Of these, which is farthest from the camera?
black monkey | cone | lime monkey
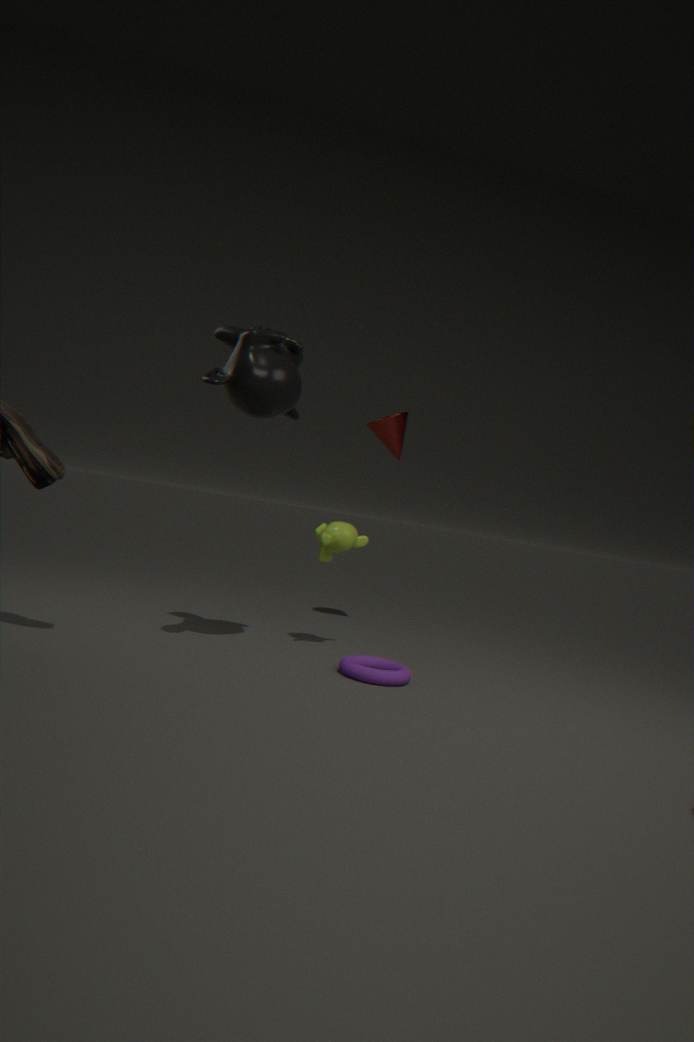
cone
